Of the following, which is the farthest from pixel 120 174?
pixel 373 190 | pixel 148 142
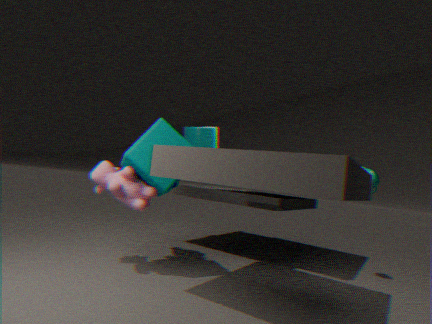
pixel 373 190
